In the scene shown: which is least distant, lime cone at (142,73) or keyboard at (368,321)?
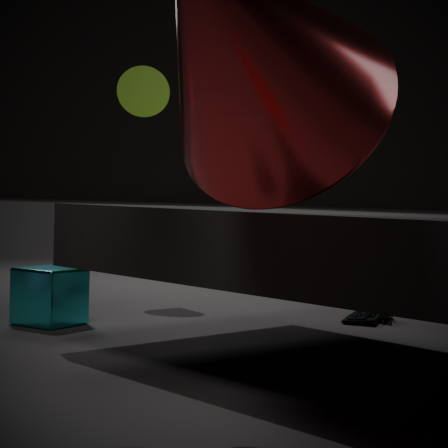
keyboard at (368,321)
